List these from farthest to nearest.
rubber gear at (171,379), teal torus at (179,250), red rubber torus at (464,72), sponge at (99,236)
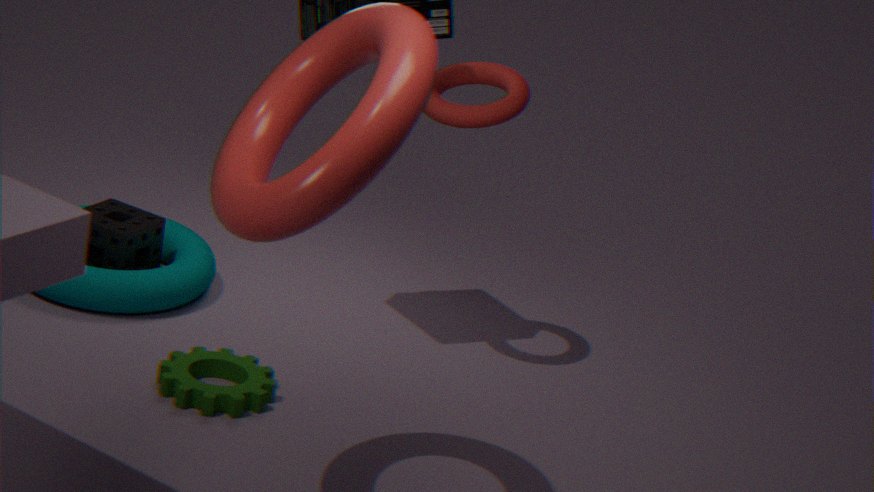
1. sponge at (99,236)
2. teal torus at (179,250)
3. red rubber torus at (464,72)
4. rubber gear at (171,379)
